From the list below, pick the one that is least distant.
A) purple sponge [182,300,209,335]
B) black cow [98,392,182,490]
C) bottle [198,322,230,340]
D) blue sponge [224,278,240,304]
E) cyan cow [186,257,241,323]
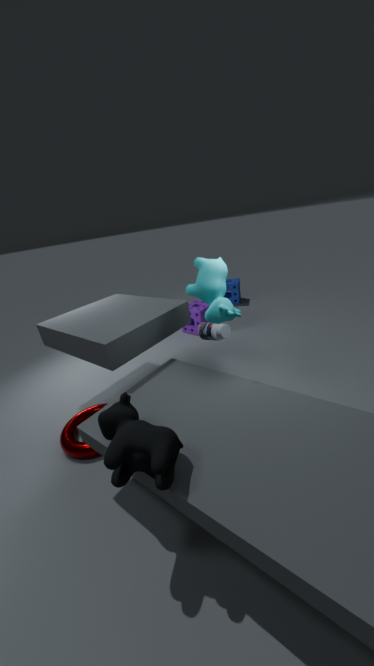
black cow [98,392,182,490]
